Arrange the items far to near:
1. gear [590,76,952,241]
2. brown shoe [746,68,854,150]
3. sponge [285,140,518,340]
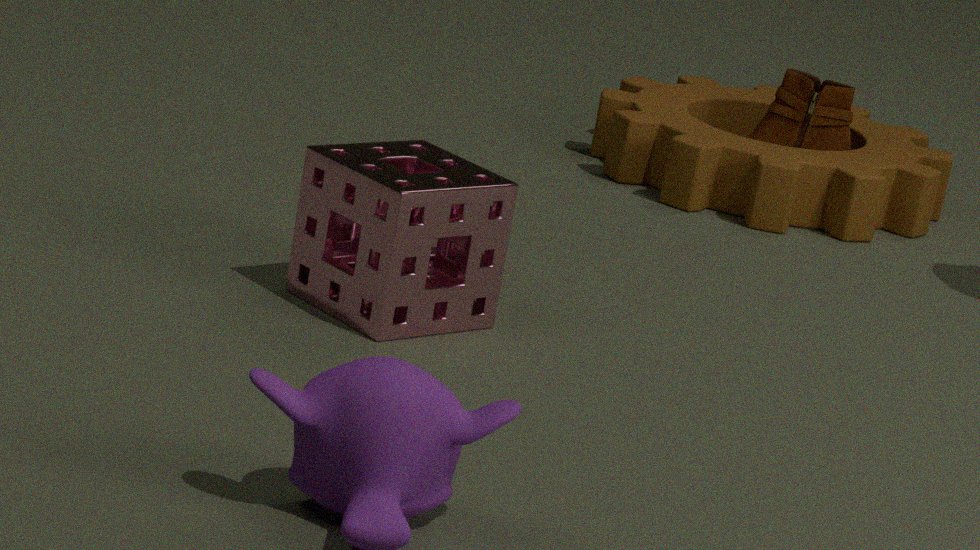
brown shoe [746,68,854,150] → gear [590,76,952,241] → sponge [285,140,518,340]
